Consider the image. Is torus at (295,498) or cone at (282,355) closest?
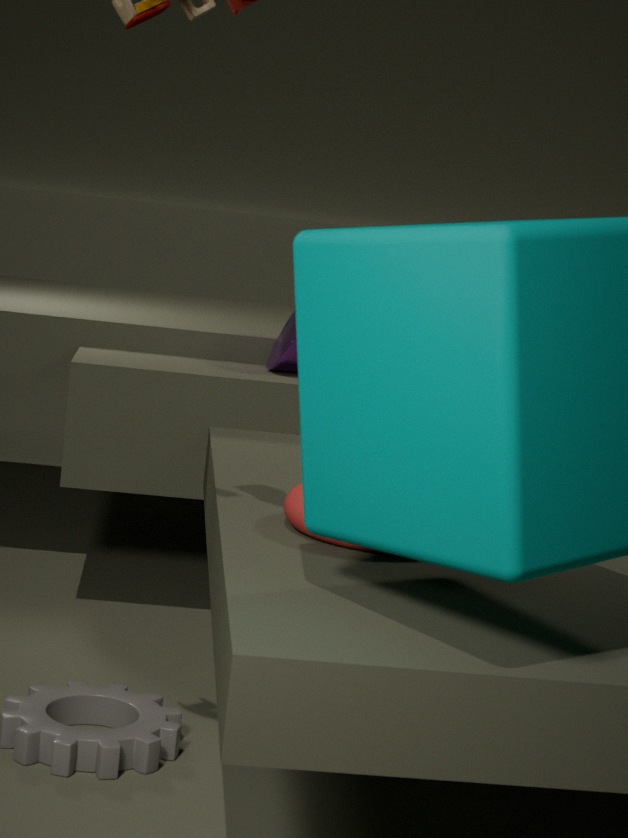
torus at (295,498)
